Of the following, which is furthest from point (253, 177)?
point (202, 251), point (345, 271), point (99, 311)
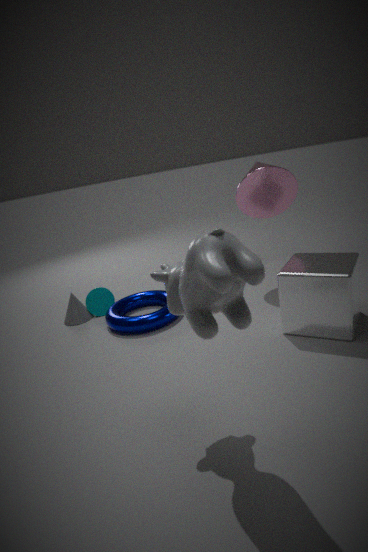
point (202, 251)
